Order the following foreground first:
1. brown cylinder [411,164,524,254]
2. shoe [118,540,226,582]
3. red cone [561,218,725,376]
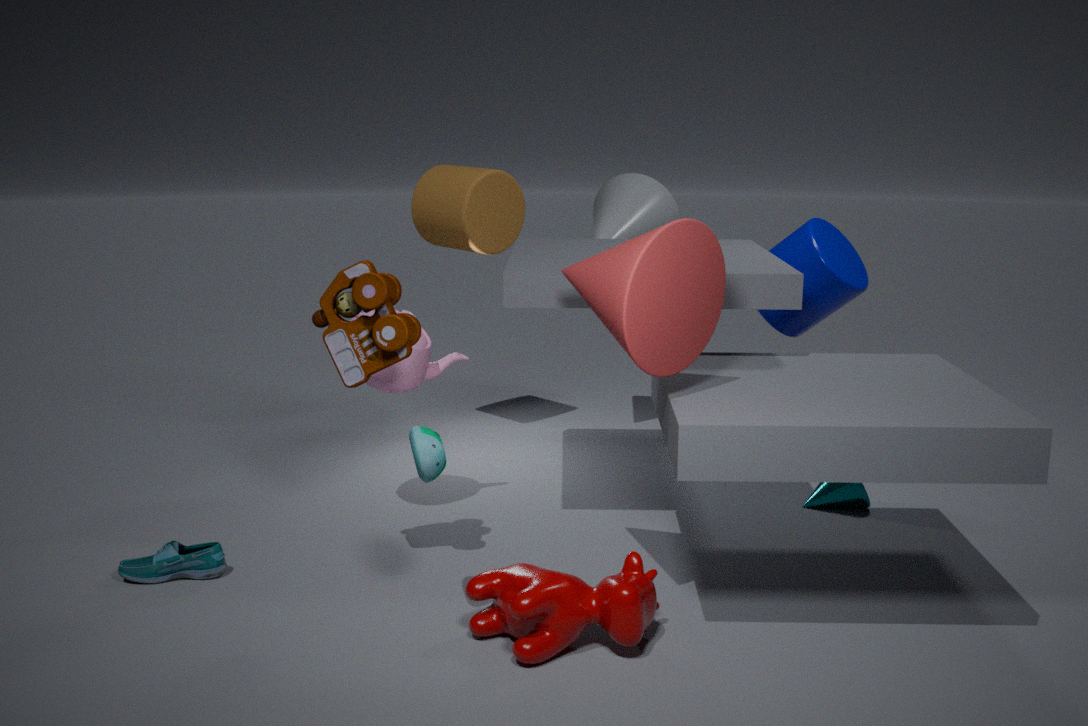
red cone [561,218,725,376] → shoe [118,540,226,582] → brown cylinder [411,164,524,254]
